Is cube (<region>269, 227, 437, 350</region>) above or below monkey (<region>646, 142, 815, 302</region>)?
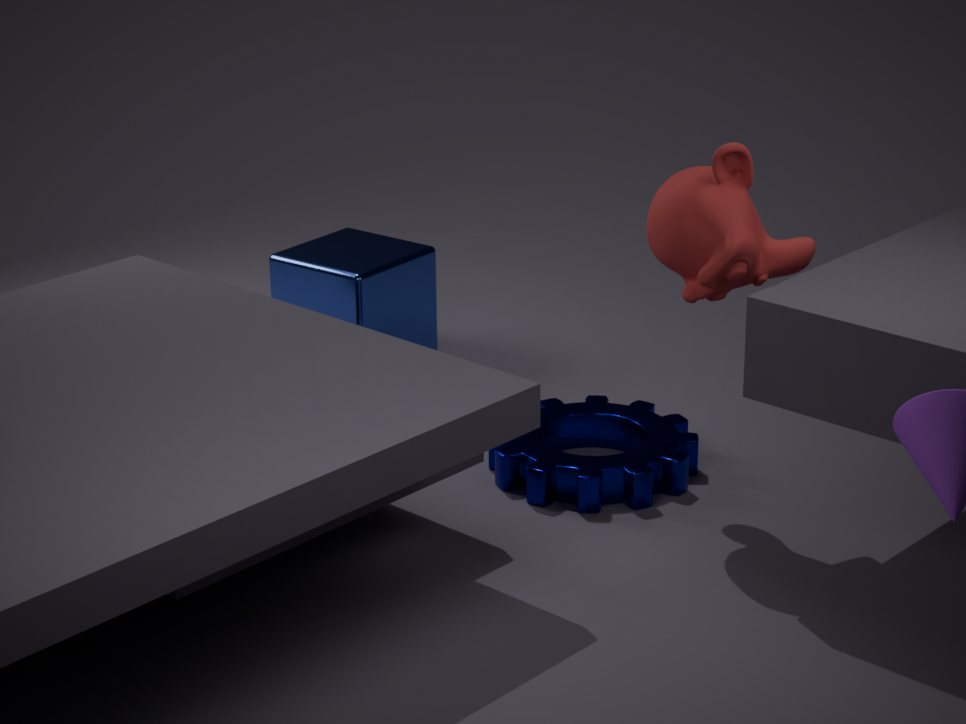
below
